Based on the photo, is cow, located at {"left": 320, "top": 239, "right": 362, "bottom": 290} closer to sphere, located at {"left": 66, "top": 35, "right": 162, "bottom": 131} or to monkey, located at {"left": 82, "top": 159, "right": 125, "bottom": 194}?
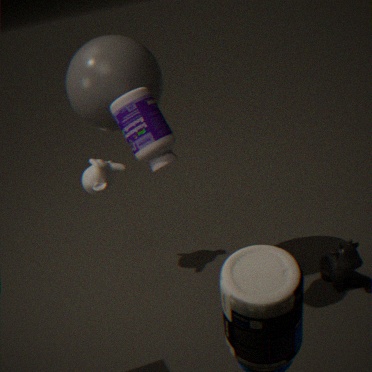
sphere, located at {"left": 66, "top": 35, "right": 162, "bottom": 131}
